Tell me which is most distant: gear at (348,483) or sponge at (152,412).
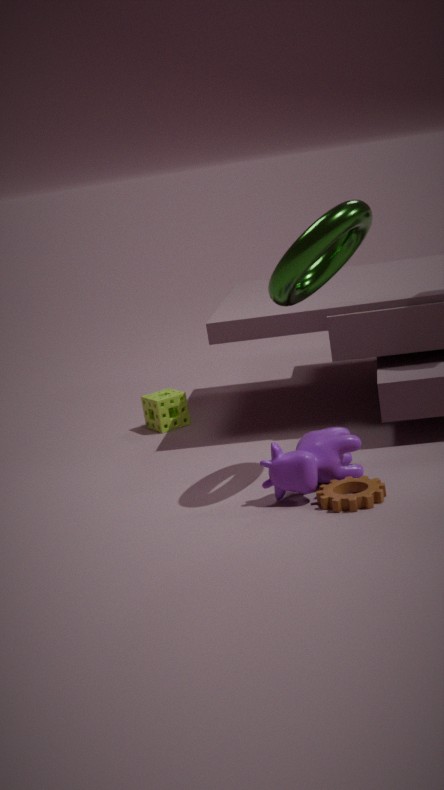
sponge at (152,412)
